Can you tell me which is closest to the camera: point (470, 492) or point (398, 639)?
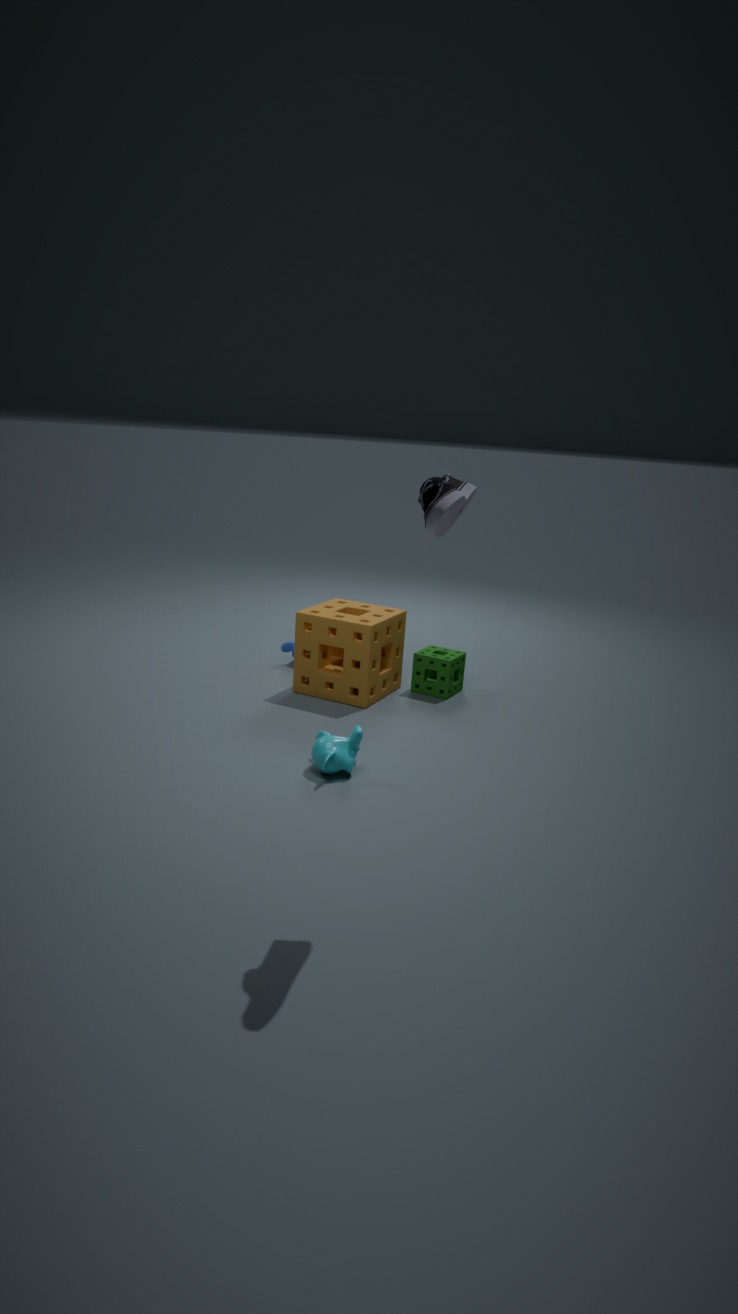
point (470, 492)
